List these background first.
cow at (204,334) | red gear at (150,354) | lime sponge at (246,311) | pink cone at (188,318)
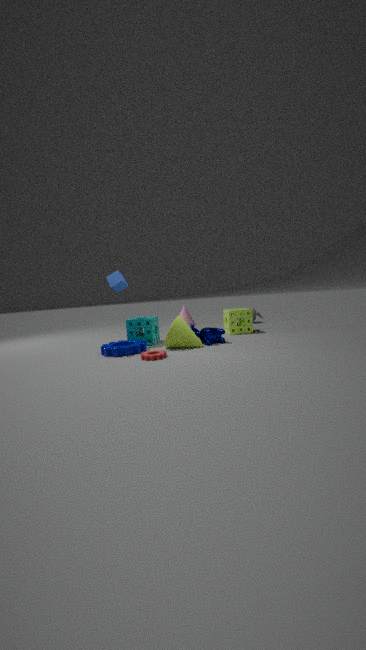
pink cone at (188,318)
lime sponge at (246,311)
cow at (204,334)
red gear at (150,354)
